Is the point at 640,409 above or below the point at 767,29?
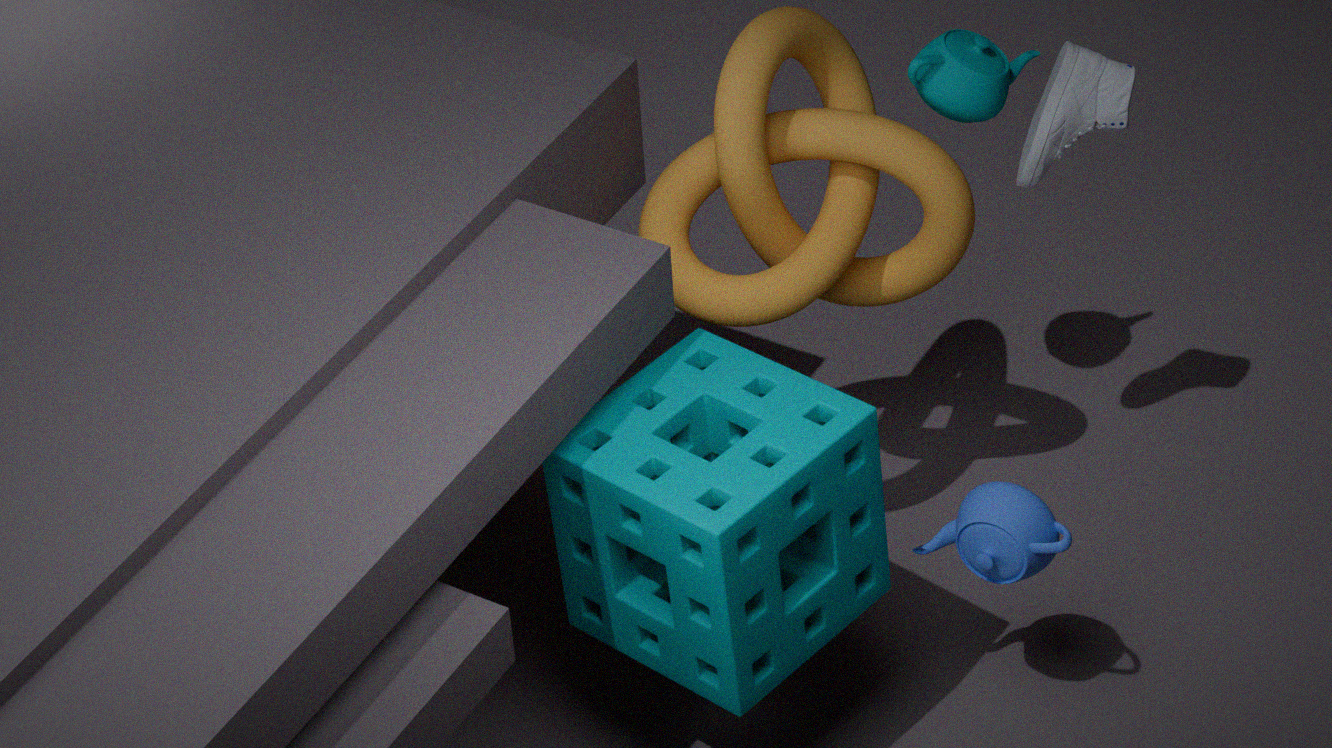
below
